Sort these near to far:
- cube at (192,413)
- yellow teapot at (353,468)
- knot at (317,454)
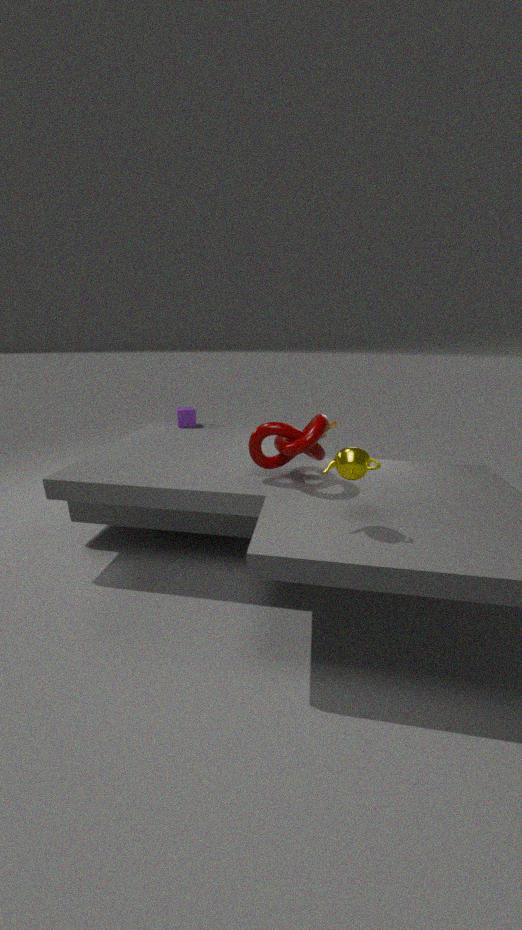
yellow teapot at (353,468) → knot at (317,454) → cube at (192,413)
